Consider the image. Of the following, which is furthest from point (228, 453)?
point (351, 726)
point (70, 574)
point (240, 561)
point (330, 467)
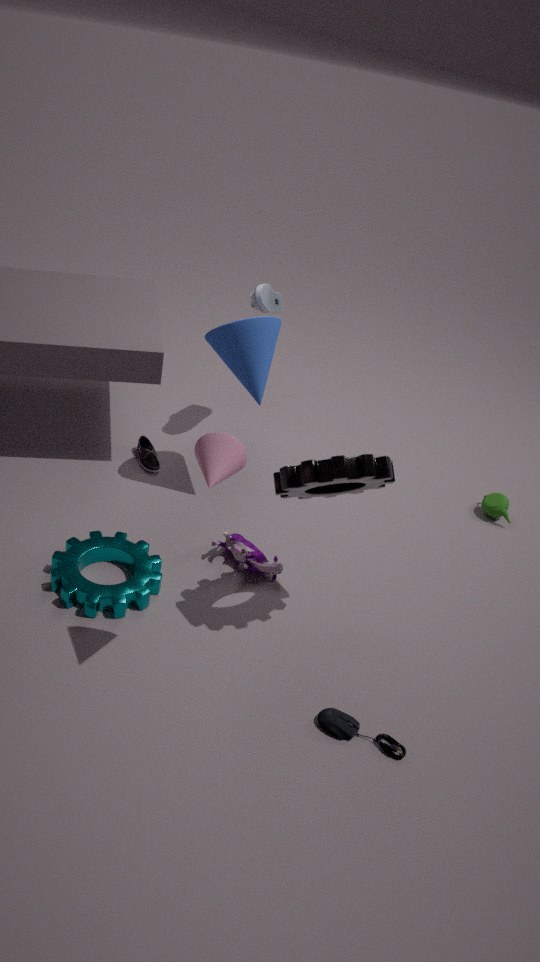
point (351, 726)
